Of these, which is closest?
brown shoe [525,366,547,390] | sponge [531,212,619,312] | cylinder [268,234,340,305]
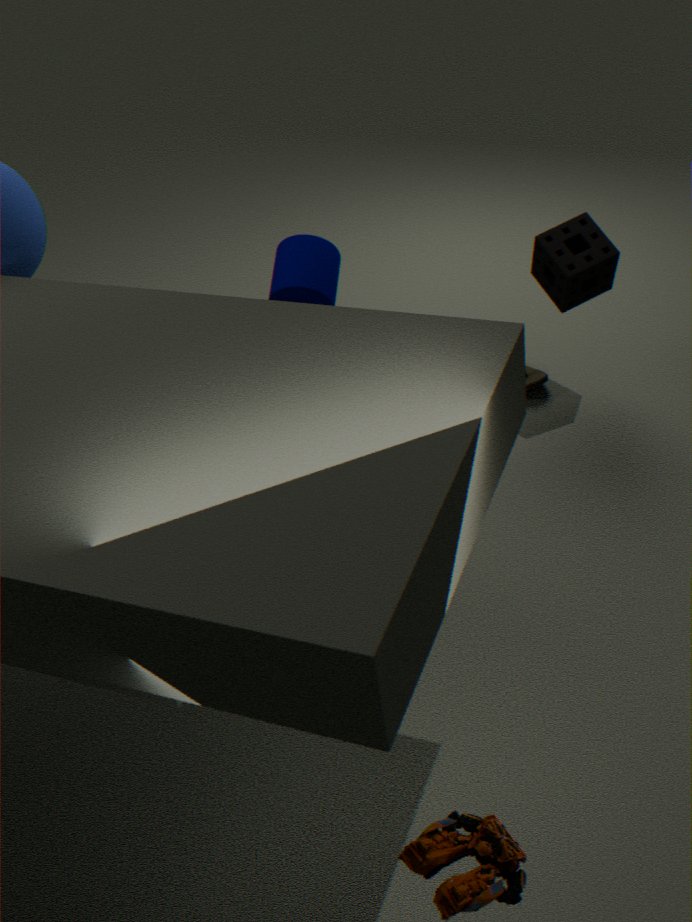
cylinder [268,234,340,305]
